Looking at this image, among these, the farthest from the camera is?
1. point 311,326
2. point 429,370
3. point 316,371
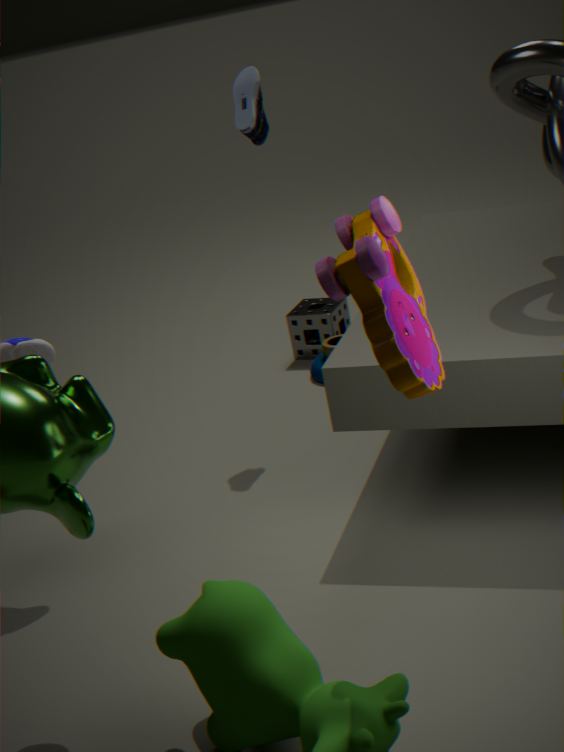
point 311,326
